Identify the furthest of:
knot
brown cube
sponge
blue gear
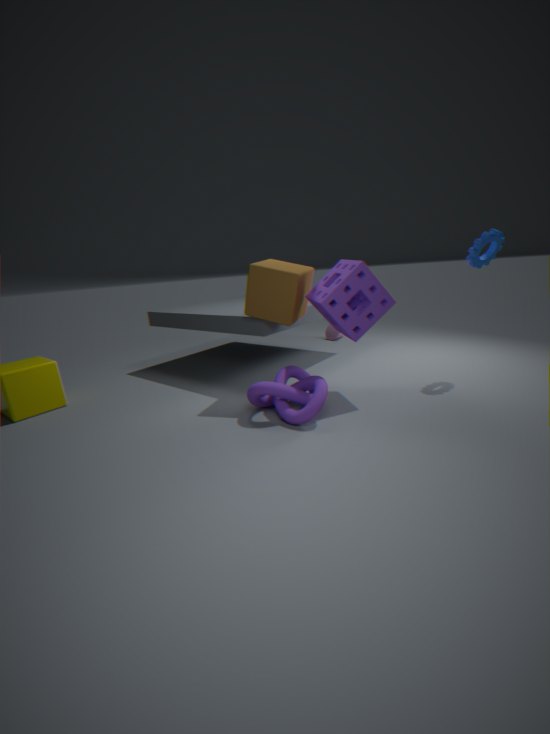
blue gear
